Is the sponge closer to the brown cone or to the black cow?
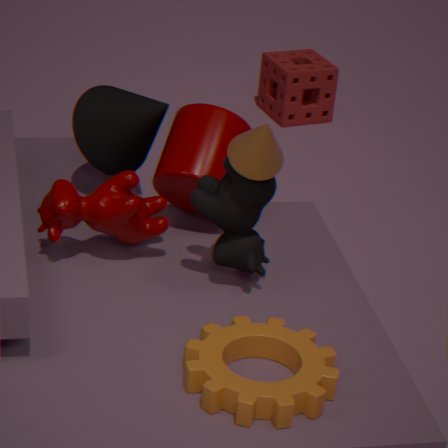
the black cow
